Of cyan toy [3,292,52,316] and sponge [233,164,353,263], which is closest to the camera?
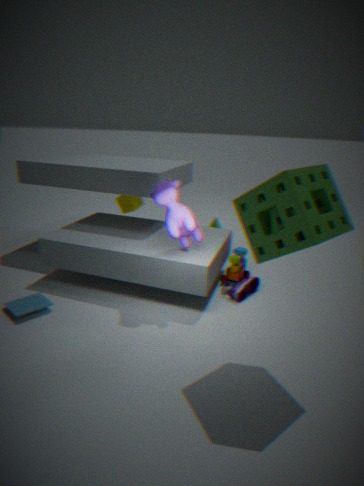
sponge [233,164,353,263]
